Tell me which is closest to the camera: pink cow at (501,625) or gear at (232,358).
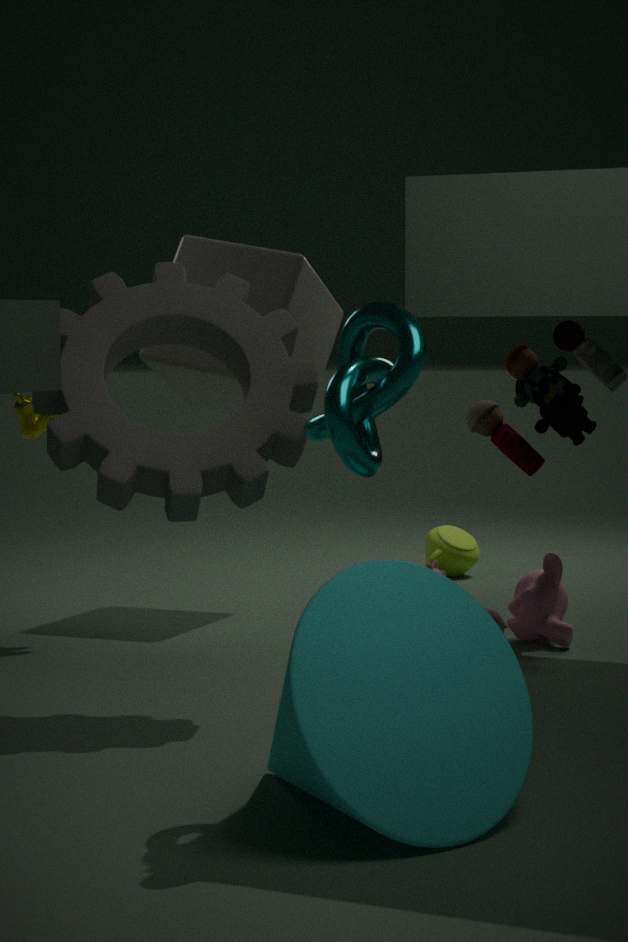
gear at (232,358)
